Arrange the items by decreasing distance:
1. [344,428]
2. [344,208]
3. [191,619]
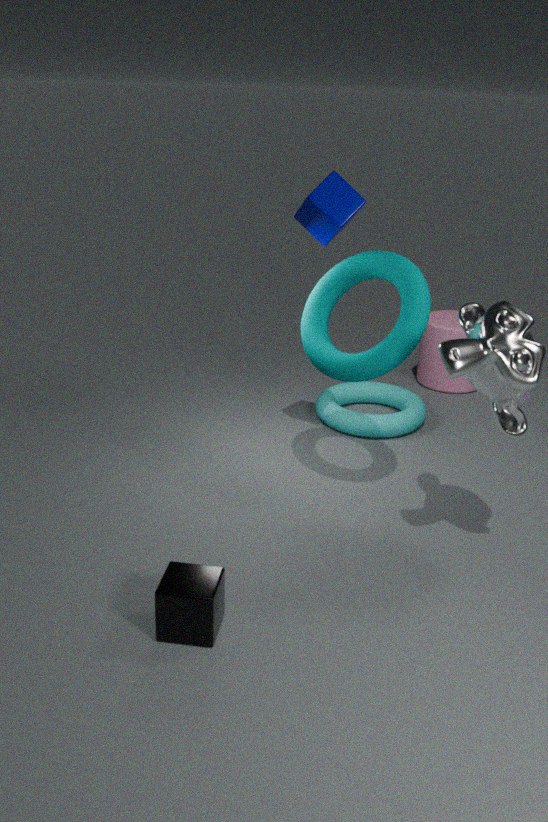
[344,428]
[344,208]
[191,619]
